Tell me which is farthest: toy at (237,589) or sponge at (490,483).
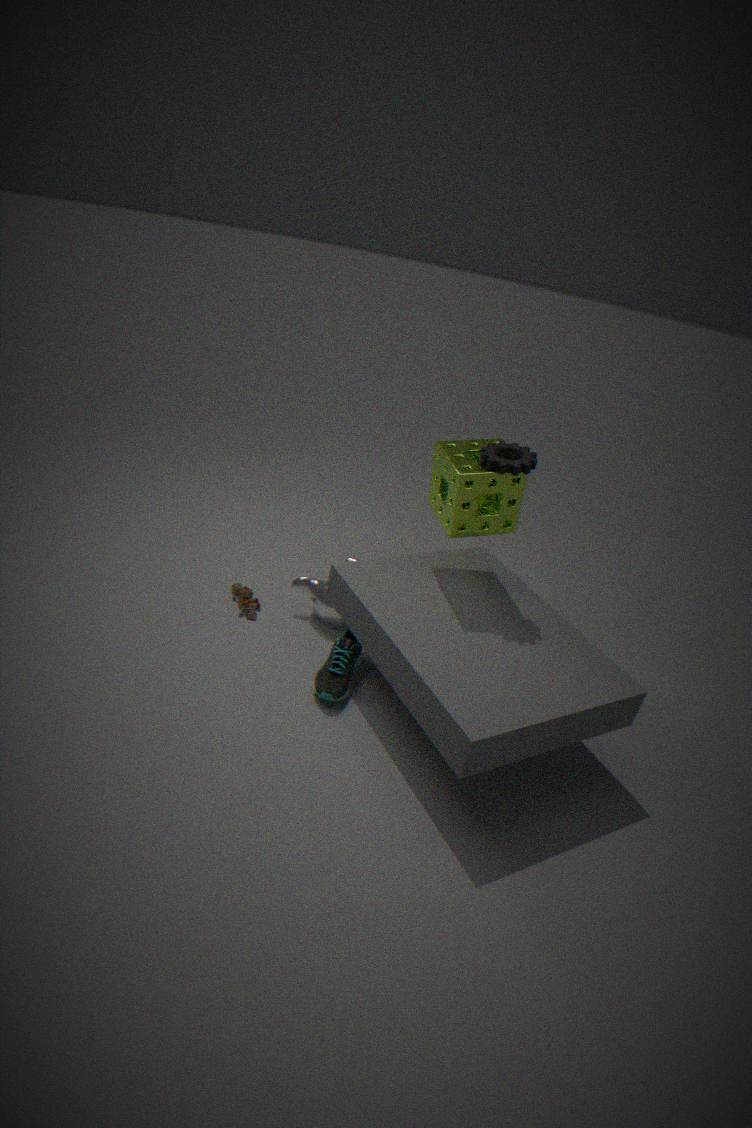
toy at (237,589)
